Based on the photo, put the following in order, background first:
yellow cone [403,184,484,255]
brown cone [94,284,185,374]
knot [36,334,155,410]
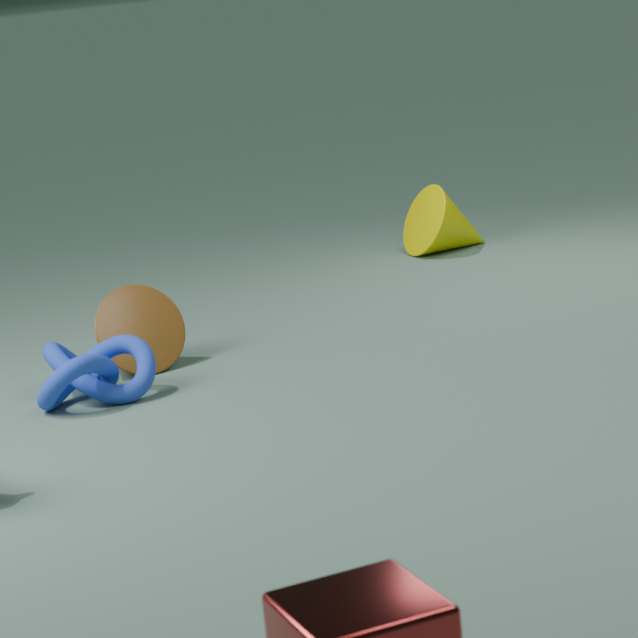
yellow cone [403,184,484,255] < brown cone [94,284,185,374] < knot [36,334,155,410]
